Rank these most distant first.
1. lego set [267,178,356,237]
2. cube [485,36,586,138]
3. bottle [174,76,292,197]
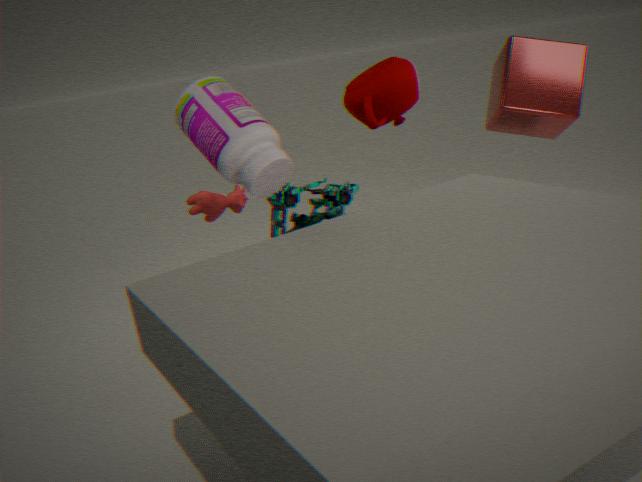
cube [485,36,586,138]
lego set [267,178,356,237]
bottle [174,76,292,197]
